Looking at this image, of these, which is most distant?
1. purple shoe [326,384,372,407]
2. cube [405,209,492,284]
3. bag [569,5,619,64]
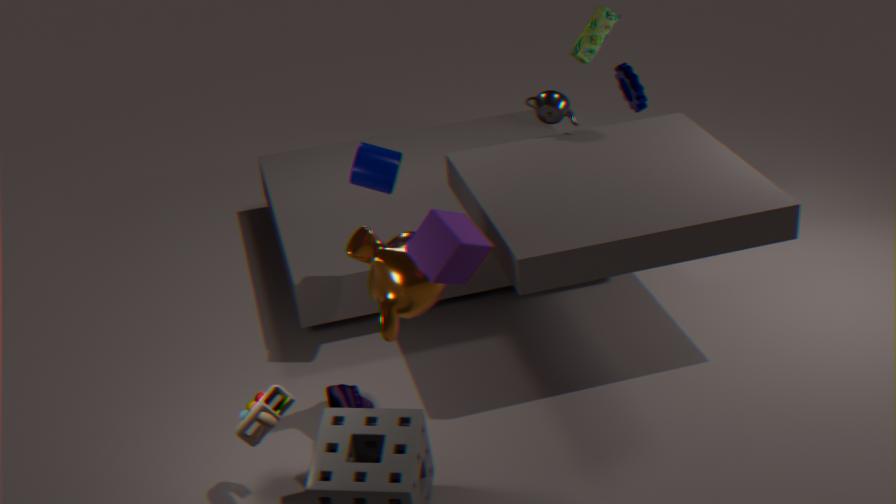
bag [569,5,619,64]
